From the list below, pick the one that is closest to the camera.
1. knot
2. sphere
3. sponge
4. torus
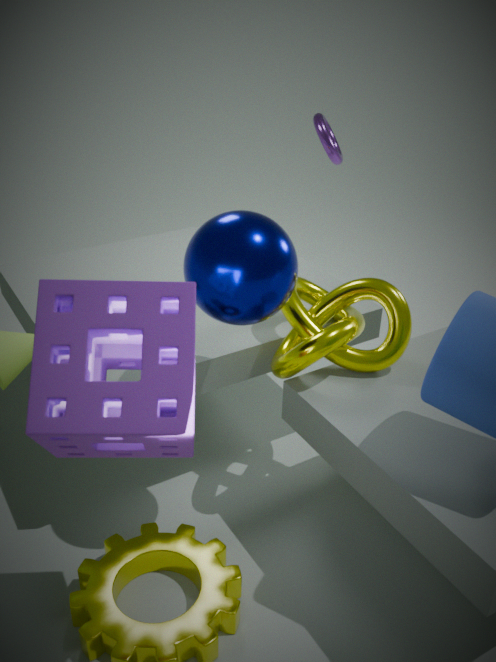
sponge
